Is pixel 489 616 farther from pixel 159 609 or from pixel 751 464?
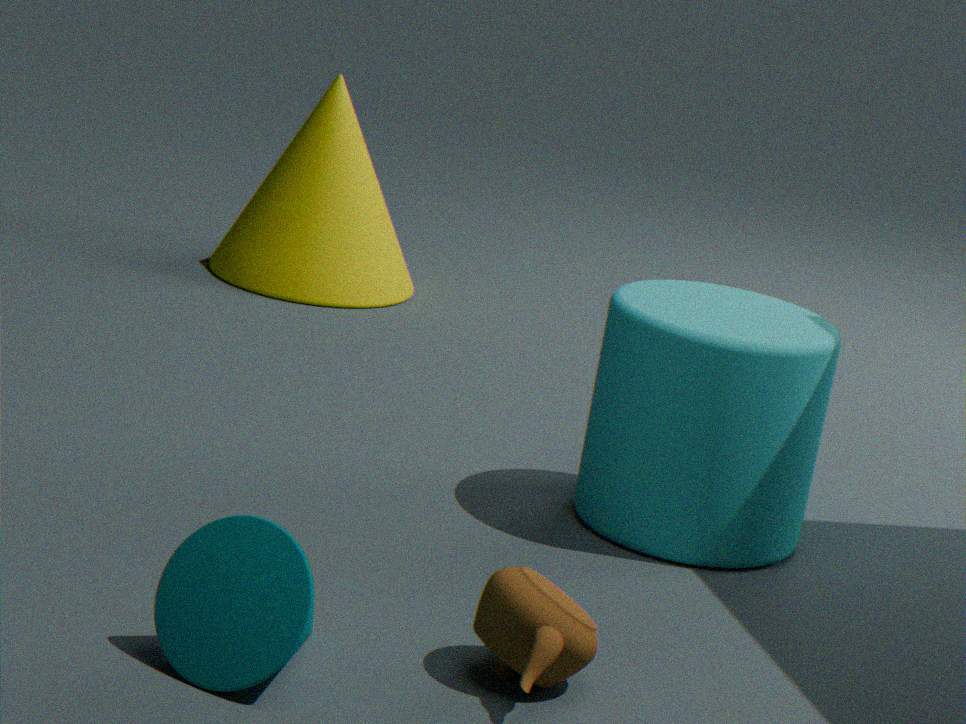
pixel 751 464
